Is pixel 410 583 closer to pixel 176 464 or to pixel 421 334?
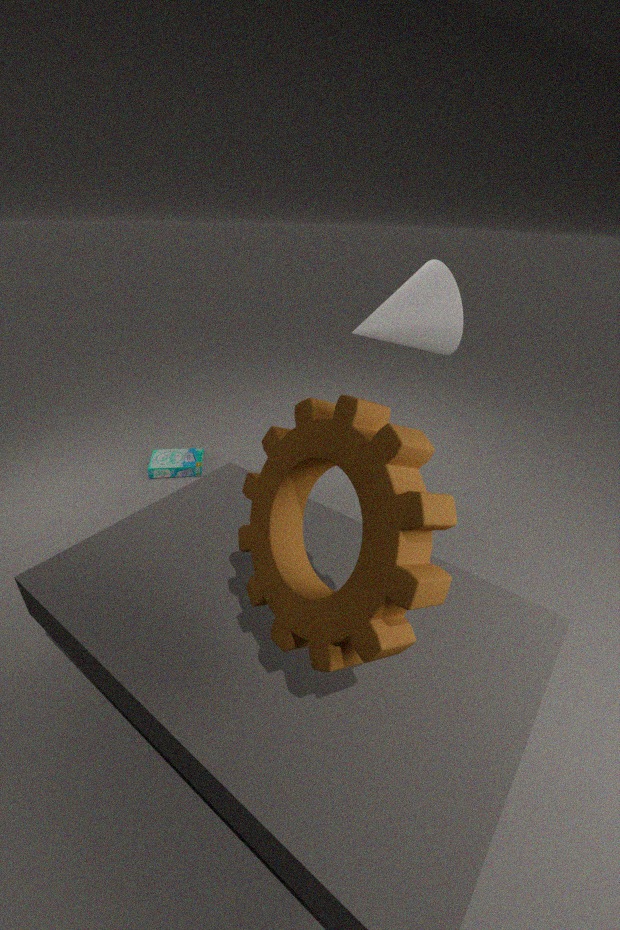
pixel 421 334
